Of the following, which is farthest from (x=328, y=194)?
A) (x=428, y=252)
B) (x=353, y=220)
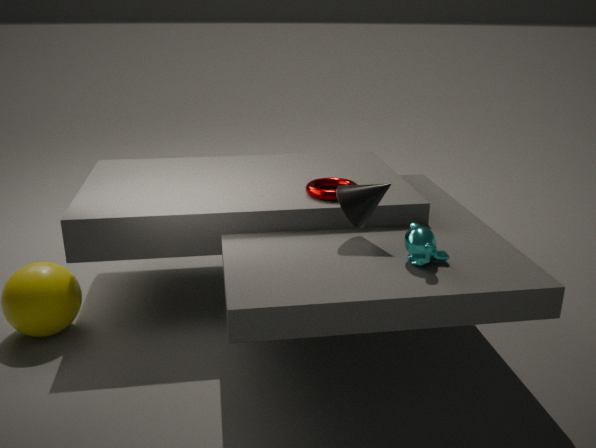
(x=428, y=252)
